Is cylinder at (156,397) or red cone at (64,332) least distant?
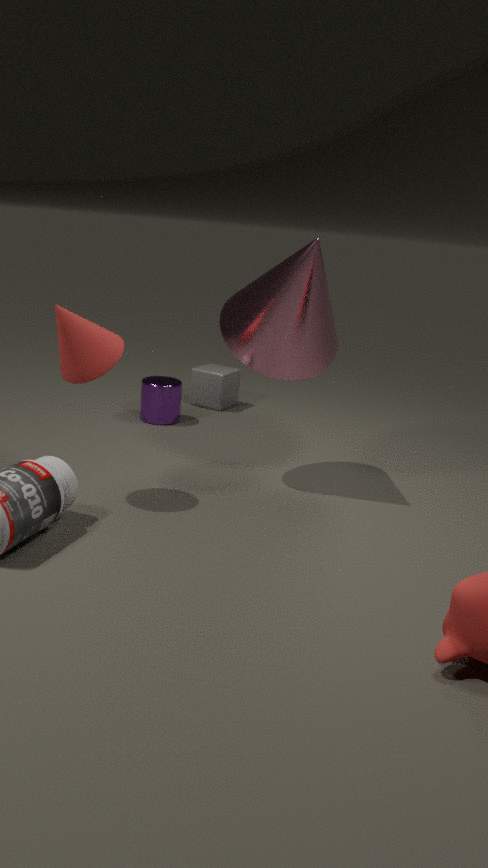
red cone at (64,332)
